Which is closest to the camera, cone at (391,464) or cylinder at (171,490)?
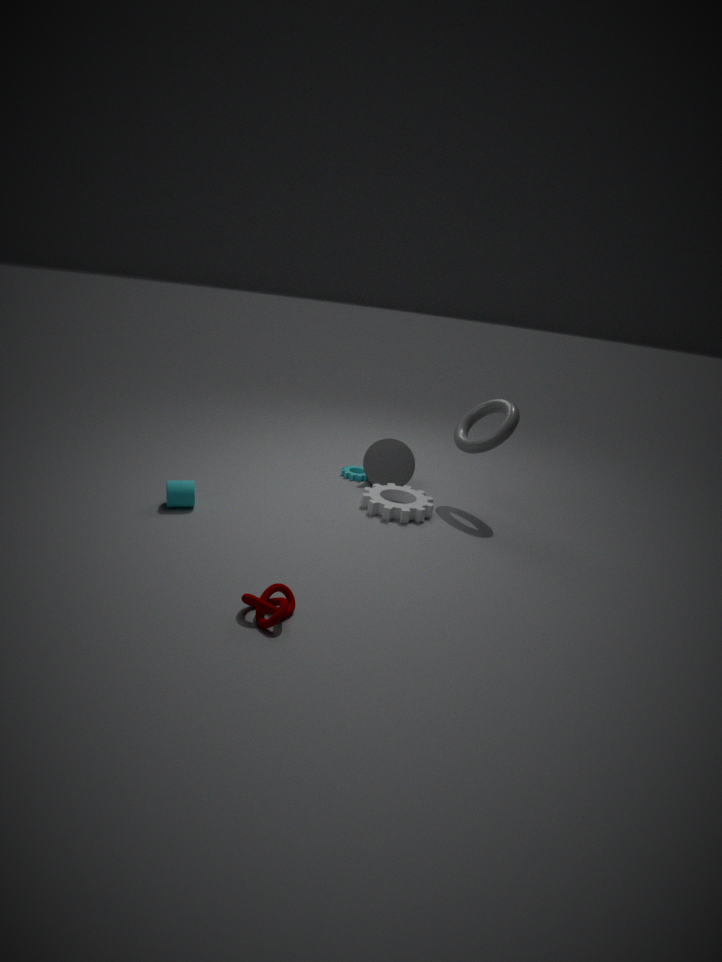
cylinder at (171,490)
